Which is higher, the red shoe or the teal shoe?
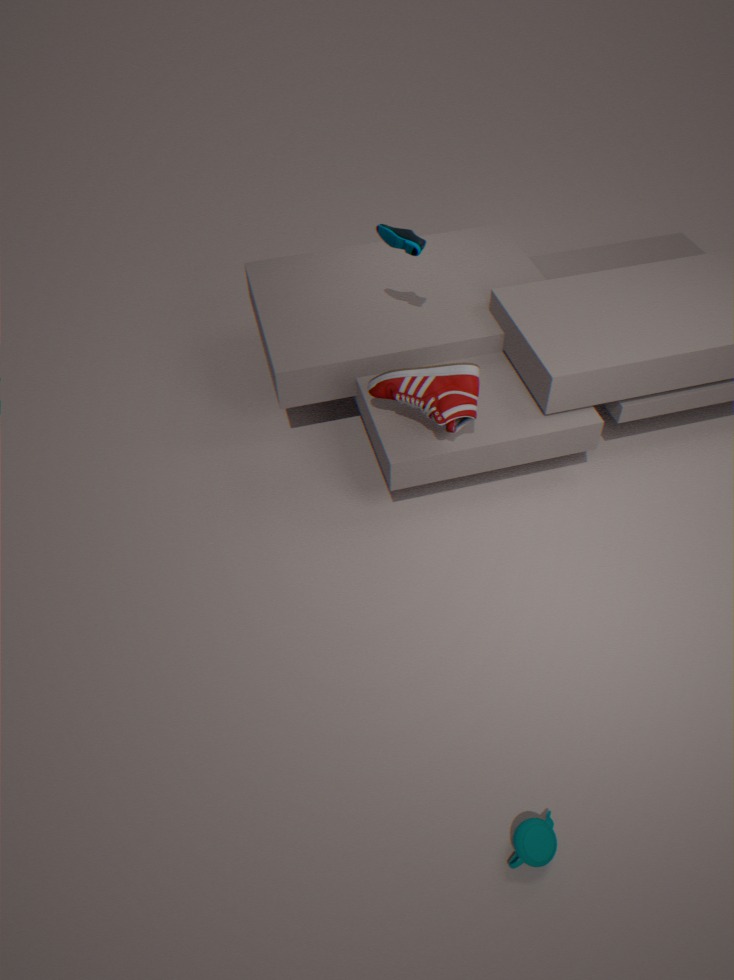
the teal shoe
